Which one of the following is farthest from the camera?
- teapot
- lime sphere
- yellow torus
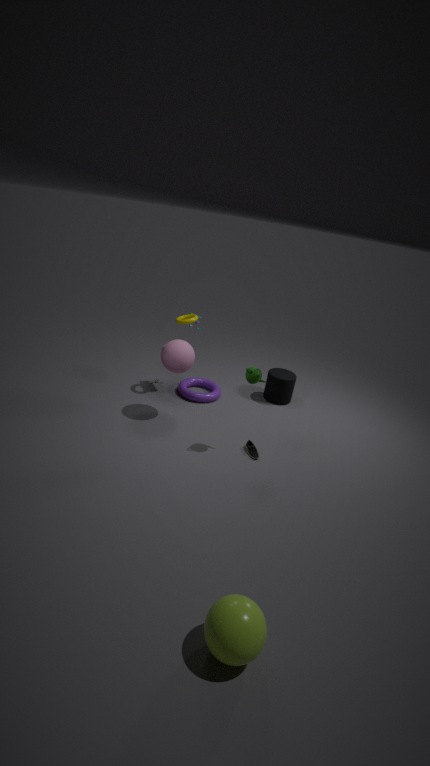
yellow torus
